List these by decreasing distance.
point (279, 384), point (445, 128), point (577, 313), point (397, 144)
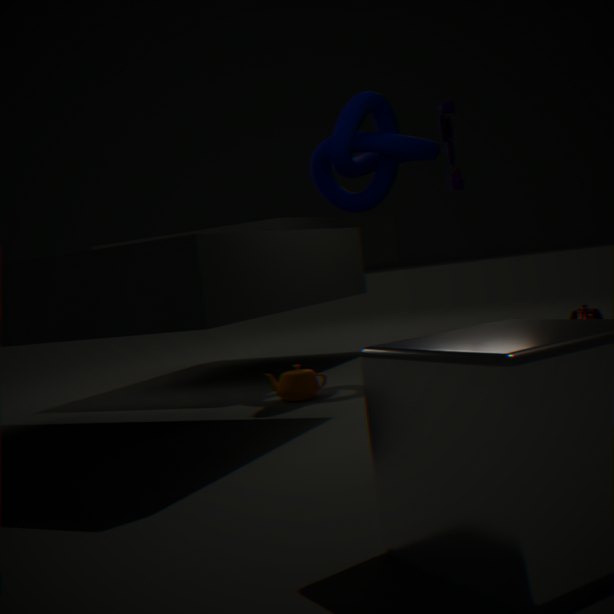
point (577, 313) < point (445, 128) < point (397, 144) < point (279, 384)
